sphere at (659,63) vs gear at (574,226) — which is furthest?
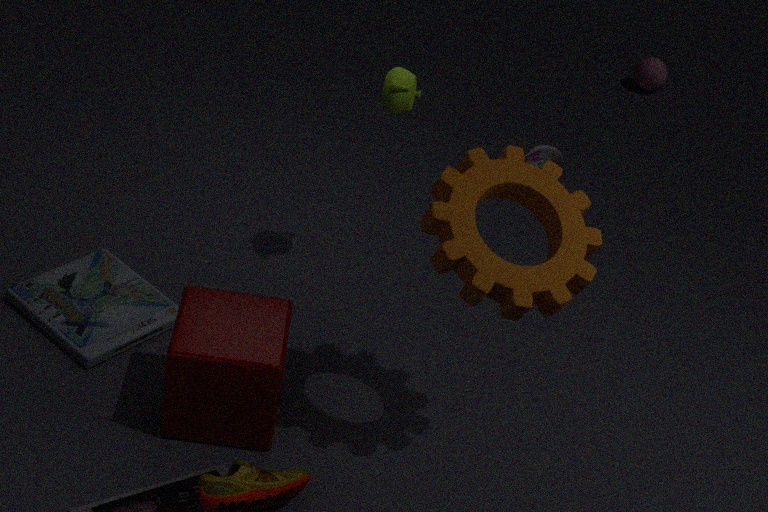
sphere at (659,63)
